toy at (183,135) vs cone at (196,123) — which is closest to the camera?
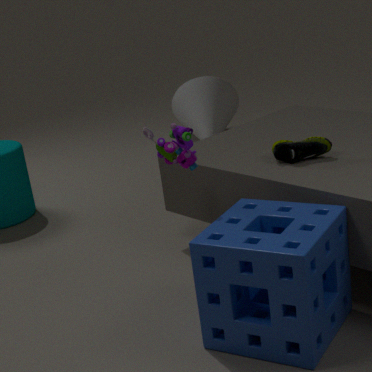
toy at (183,135)
